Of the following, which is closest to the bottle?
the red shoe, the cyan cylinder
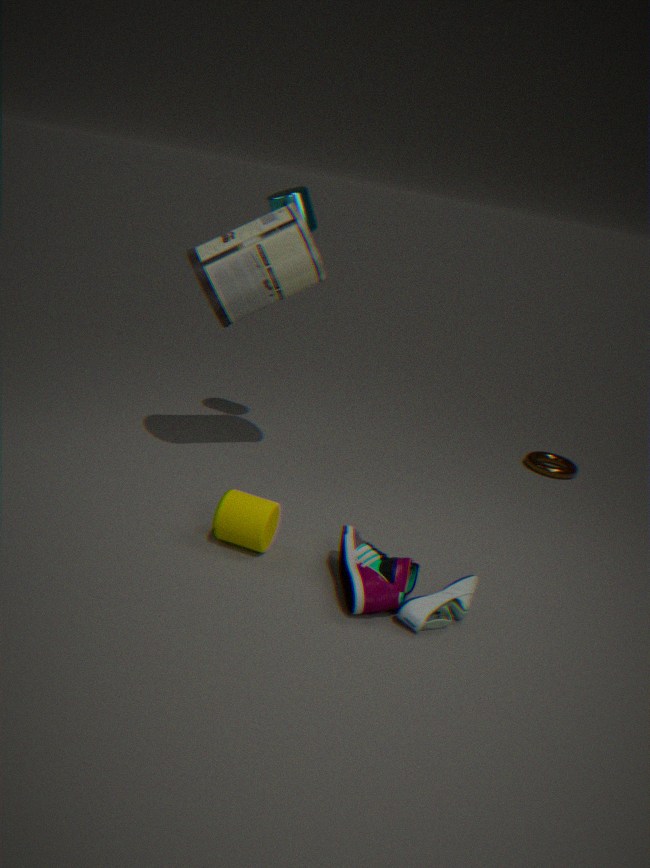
the cyan cylinder
